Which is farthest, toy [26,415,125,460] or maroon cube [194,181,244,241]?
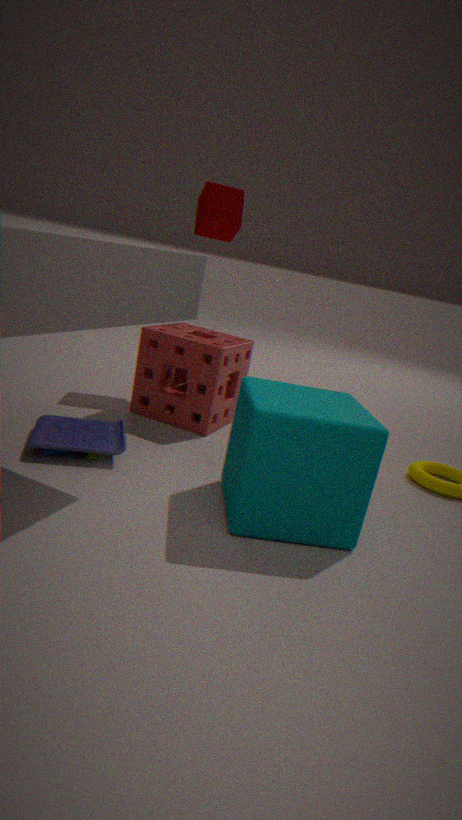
maroon cube [194,181,244,241]
